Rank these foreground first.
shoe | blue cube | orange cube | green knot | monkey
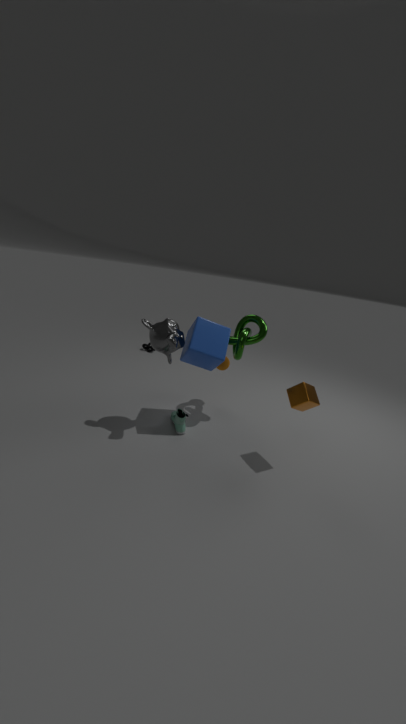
orange cube, monkey, blue cube, shoe, green knot
